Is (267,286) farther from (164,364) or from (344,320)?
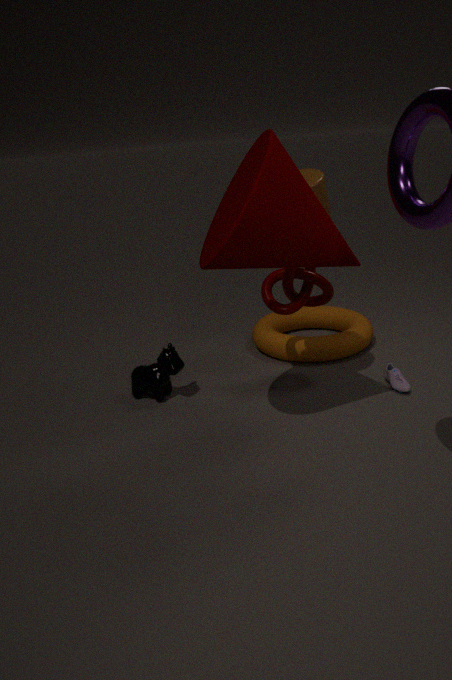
(164,364)
